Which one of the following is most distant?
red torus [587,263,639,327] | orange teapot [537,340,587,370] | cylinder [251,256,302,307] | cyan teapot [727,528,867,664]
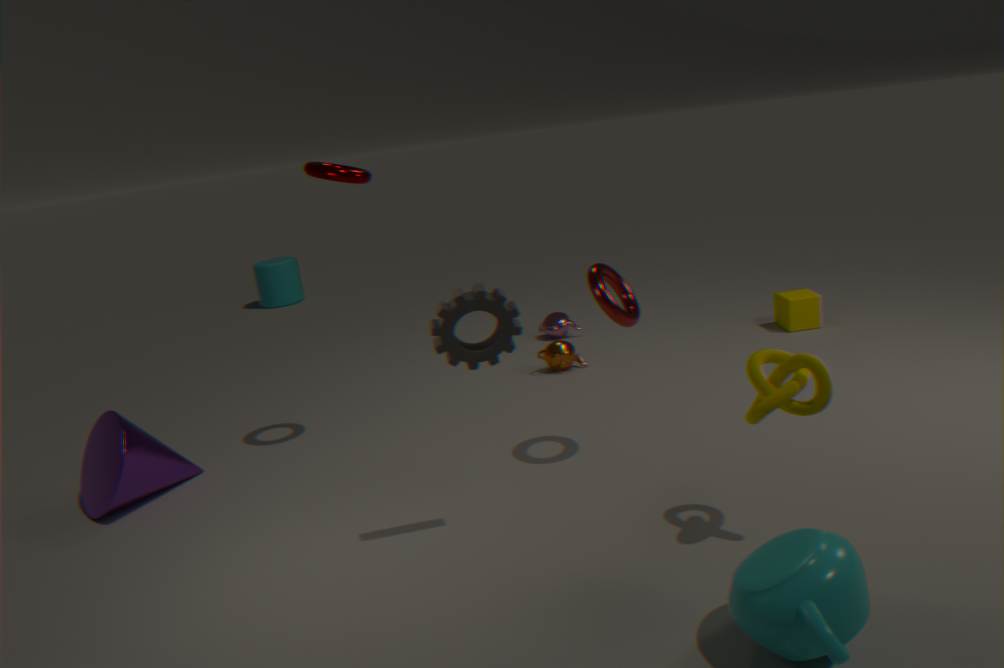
cylinder [251,256,302,307]
